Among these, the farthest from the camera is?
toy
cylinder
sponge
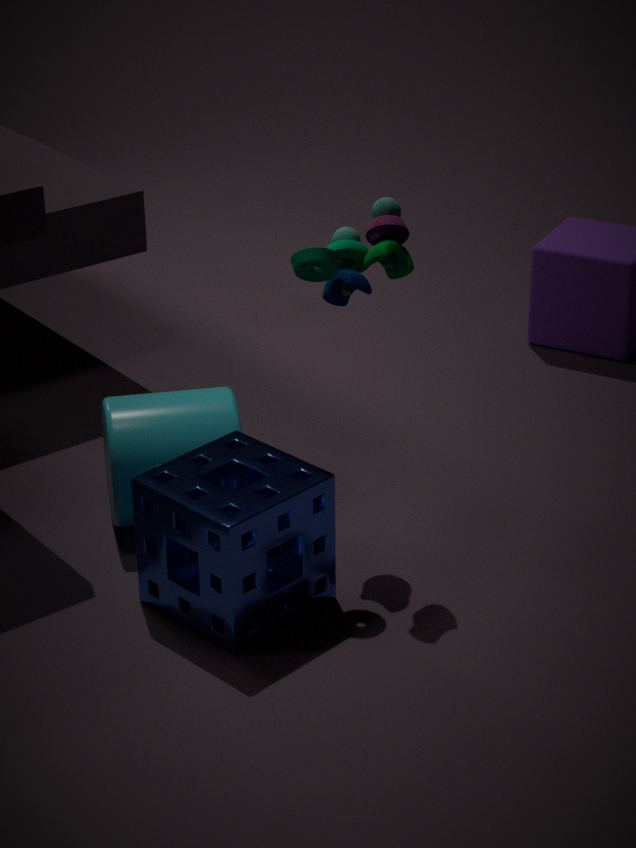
cylinder
